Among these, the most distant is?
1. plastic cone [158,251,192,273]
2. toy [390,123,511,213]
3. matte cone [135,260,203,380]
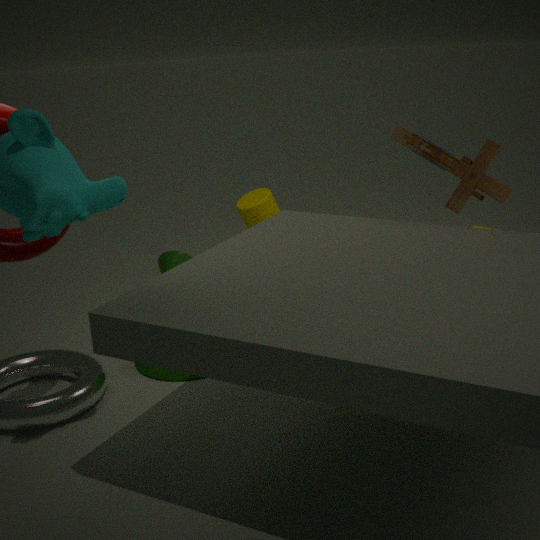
plastic cone [158,251,192,273]
